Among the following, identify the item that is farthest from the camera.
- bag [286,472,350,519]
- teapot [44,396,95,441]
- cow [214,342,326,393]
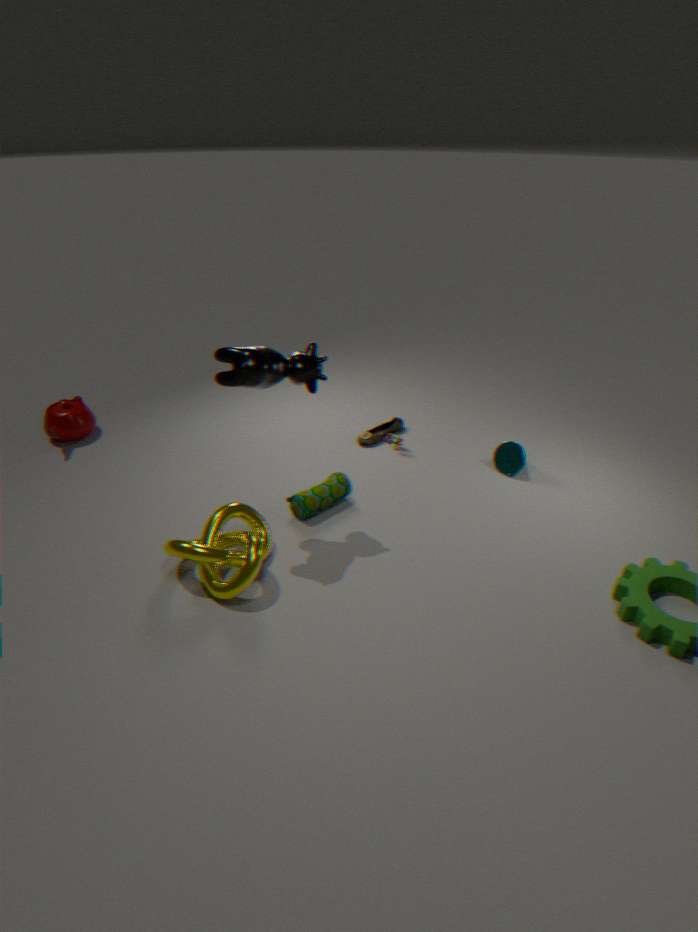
teapot [44,396,95,441]
